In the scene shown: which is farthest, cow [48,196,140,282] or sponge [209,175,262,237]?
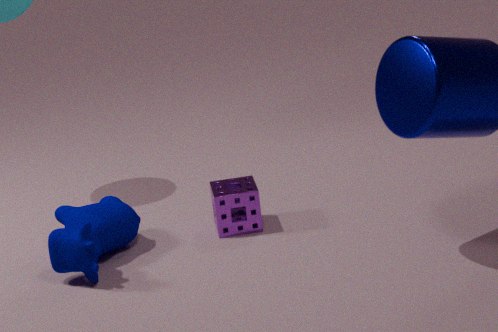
sponge [209,175,262,237]
